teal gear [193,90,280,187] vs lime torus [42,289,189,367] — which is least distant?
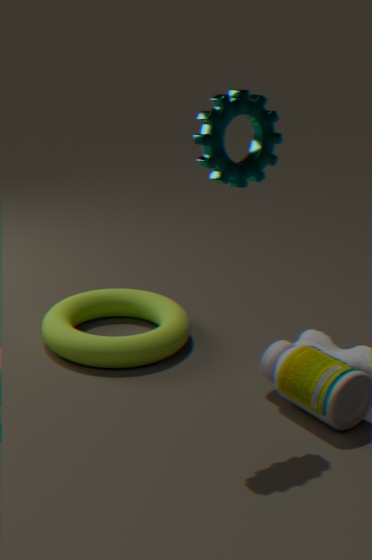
teal gear [193,90,280,187]
